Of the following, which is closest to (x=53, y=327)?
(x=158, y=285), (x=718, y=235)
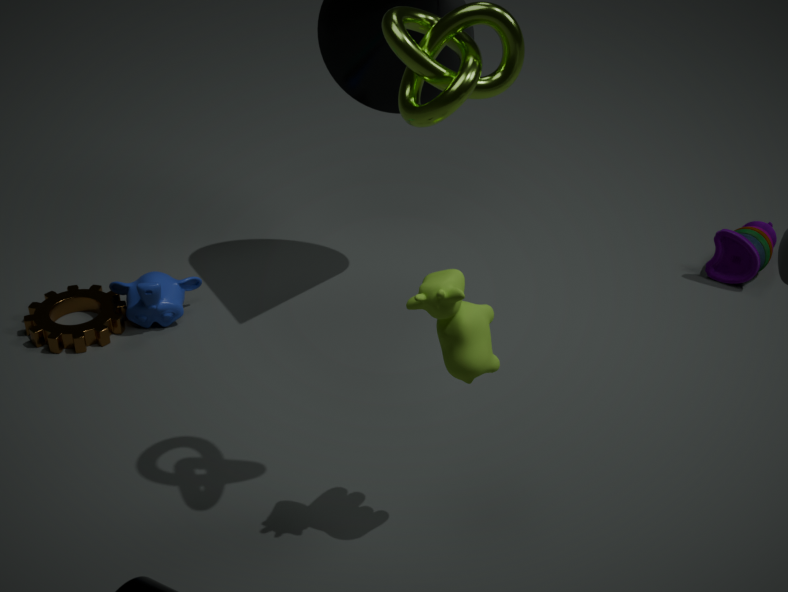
(x=158, y=285)
